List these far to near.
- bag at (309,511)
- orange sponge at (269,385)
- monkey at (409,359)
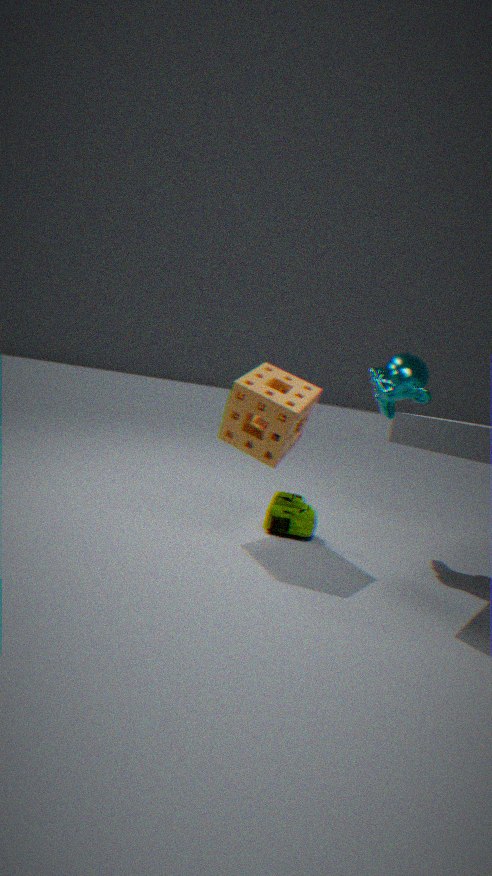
1. monkey at (409,359)
2. bag at (309,511)
3. orange sponge at (269,385)
